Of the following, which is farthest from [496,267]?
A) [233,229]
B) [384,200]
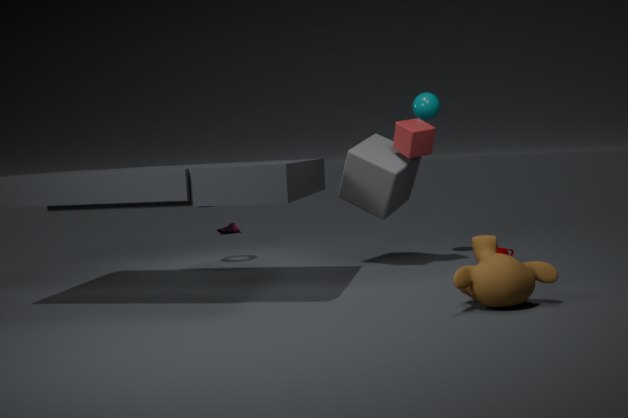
[233,229]
